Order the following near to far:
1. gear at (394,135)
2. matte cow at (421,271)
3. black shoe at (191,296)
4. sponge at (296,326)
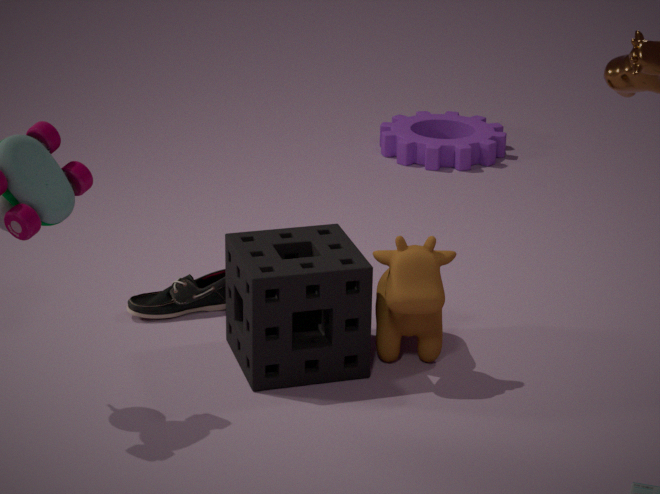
sponge at (296,326), matte cow at (421,271), black shoe at (191,296), gear at (394,135)
